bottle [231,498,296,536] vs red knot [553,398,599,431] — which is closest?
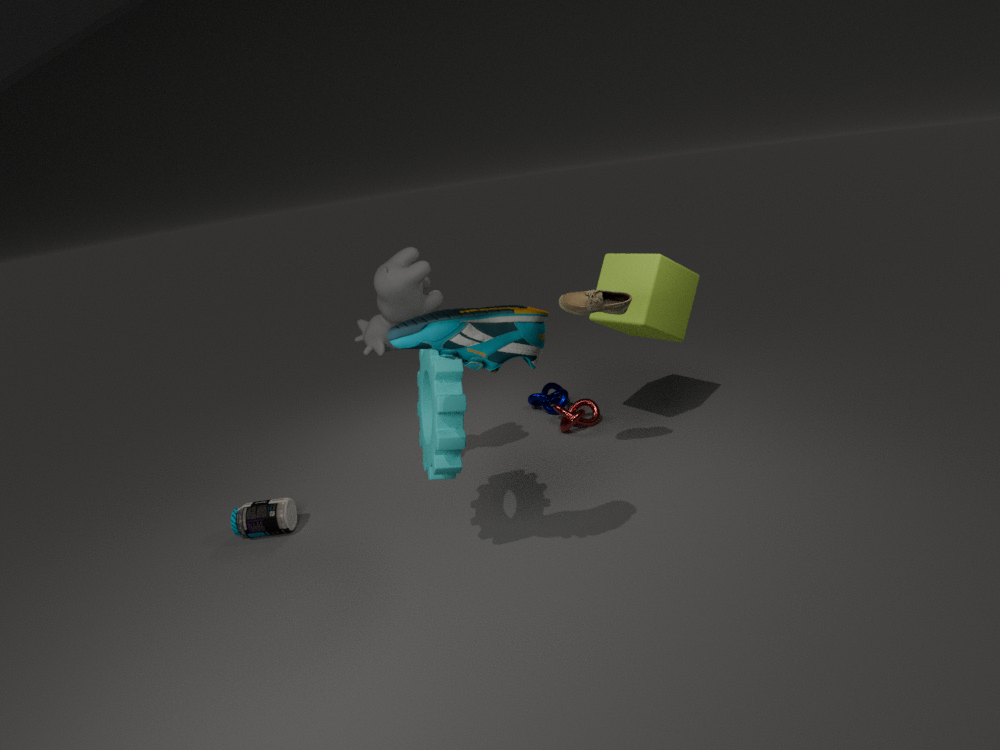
bottle [231,498,296,536]
